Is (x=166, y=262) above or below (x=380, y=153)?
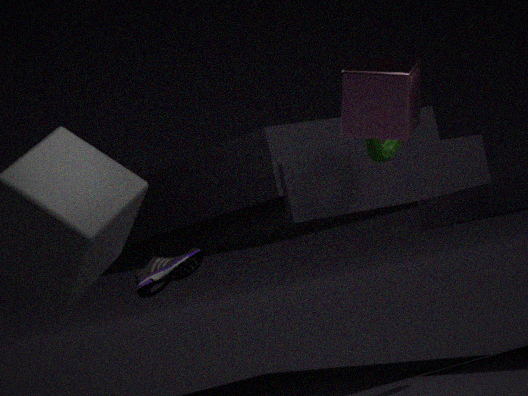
below
